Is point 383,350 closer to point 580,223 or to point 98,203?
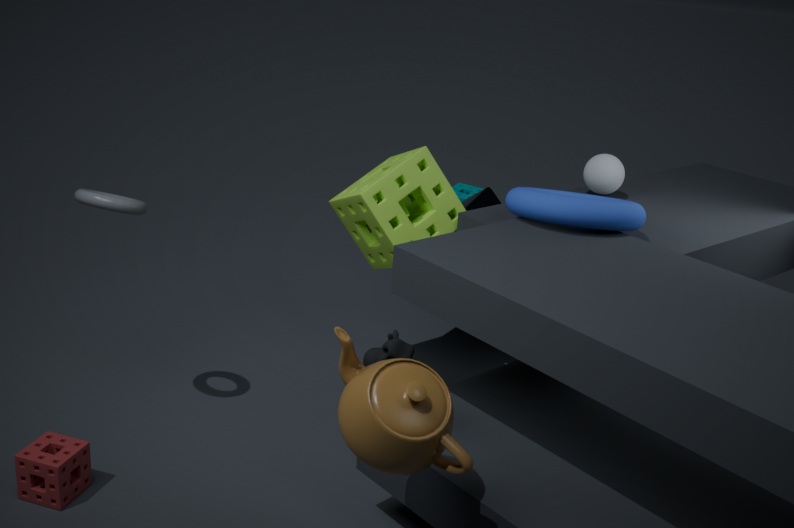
point 580,223
